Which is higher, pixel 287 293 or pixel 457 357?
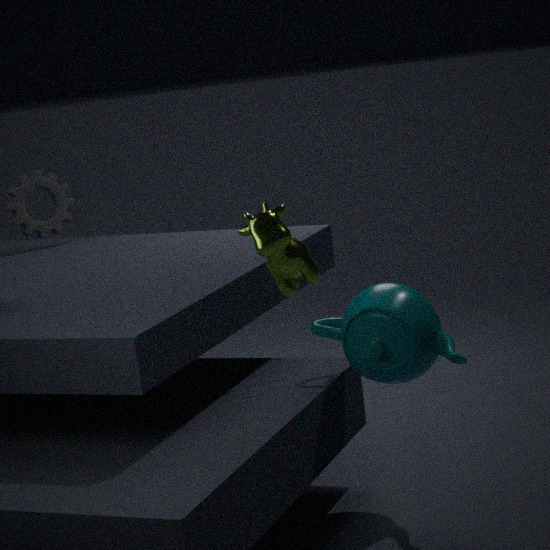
pixel 287 293
